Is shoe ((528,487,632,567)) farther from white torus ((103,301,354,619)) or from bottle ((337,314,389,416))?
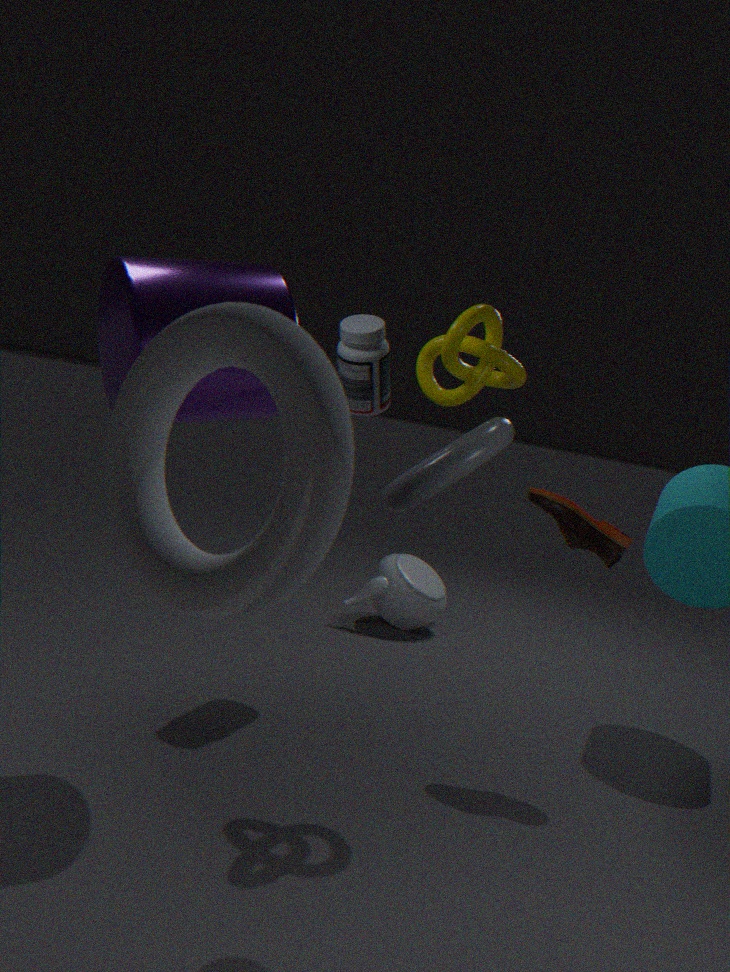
white torus ((103,301,354,619))
